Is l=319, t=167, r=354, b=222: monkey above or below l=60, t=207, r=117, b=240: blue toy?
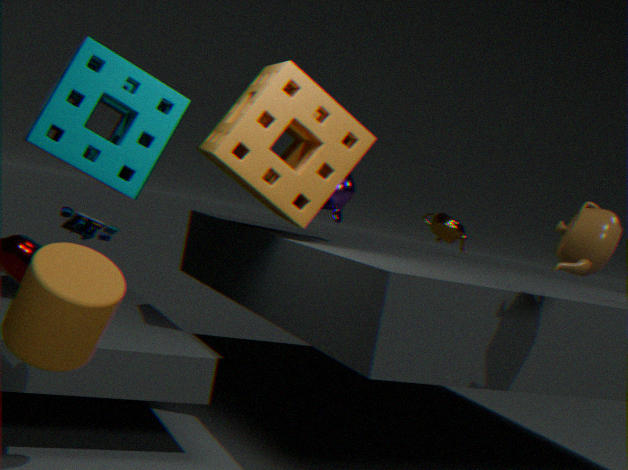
above
